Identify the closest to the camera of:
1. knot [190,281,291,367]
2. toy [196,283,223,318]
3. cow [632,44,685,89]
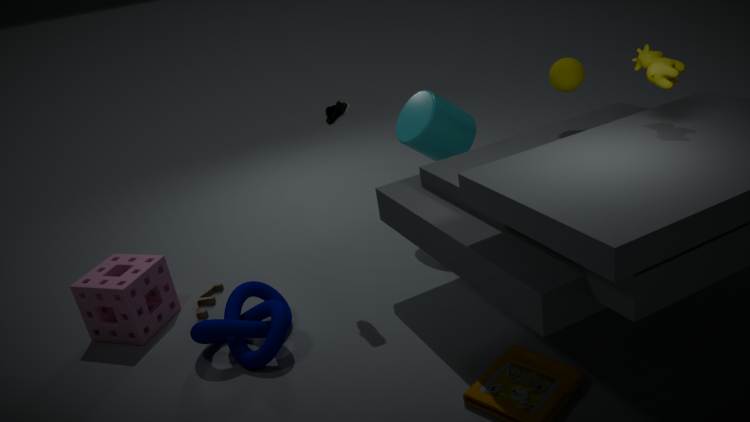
cow [632,44,685,89]
